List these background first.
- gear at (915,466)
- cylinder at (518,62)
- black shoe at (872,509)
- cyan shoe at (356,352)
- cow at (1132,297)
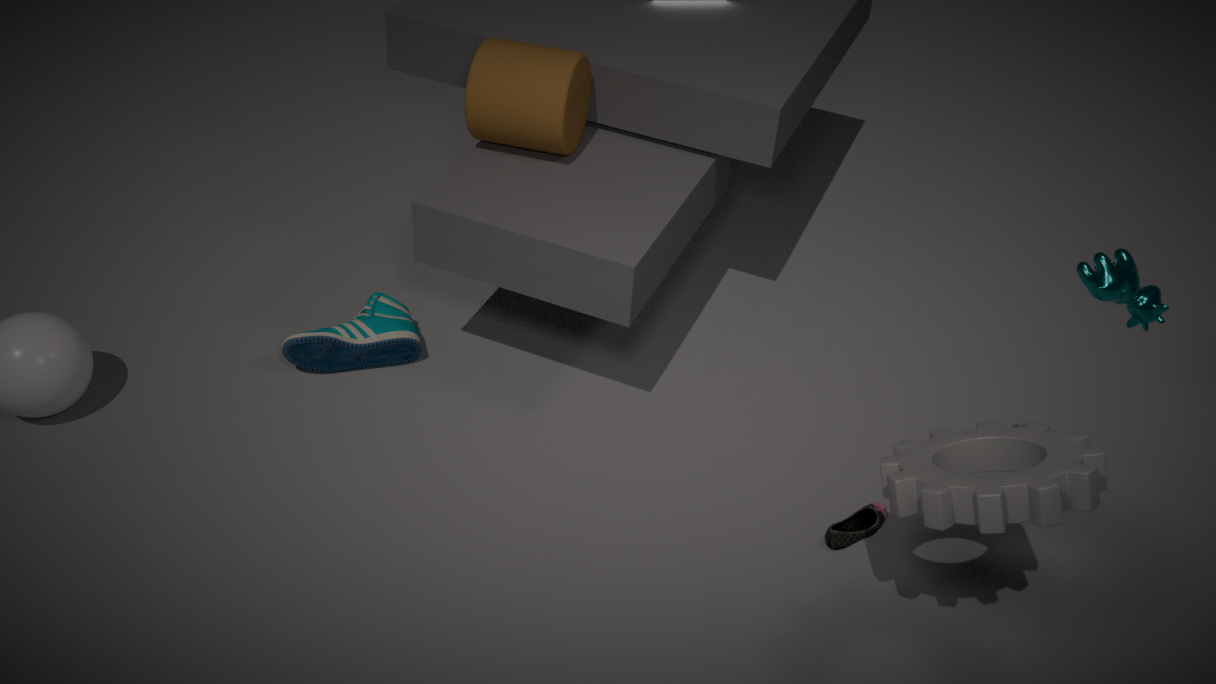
cyan shoe at (356,352)
cylinder at (518,62)
black shoe at (872,509)
cow at (1132,297)
gear at (915,466)
